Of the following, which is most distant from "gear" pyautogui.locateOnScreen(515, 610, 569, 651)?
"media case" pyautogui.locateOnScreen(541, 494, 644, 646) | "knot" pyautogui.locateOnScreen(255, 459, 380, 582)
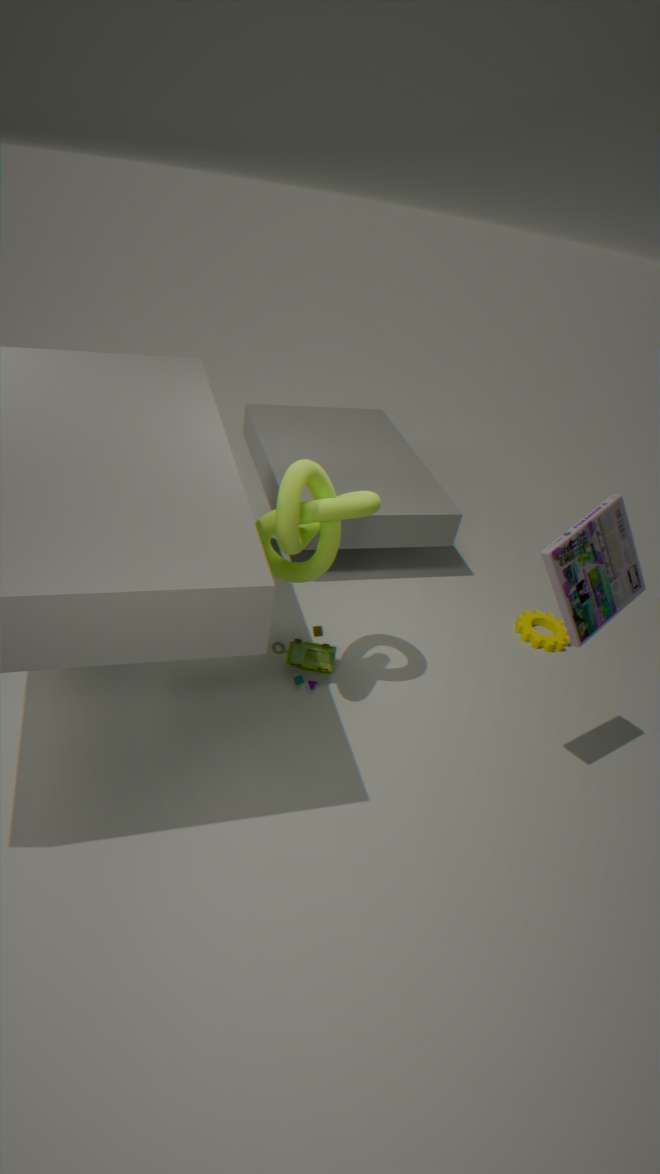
"knot" pyautogui.locateOnScreen(255, 459, 380, 582)
